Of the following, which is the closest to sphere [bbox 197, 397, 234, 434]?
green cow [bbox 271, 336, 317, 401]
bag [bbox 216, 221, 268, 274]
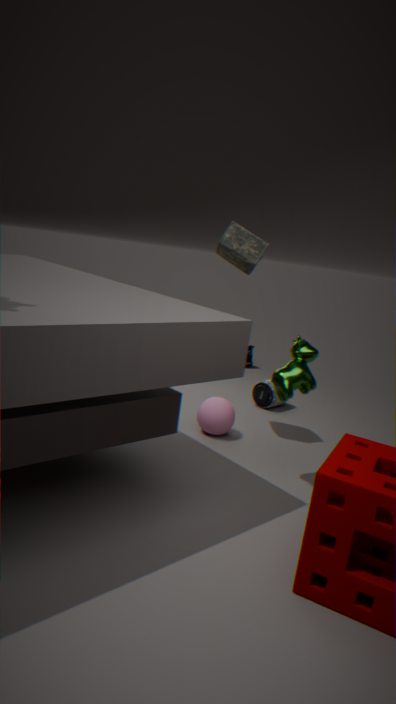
green cow [bbox 271, 336, 317, 401]
